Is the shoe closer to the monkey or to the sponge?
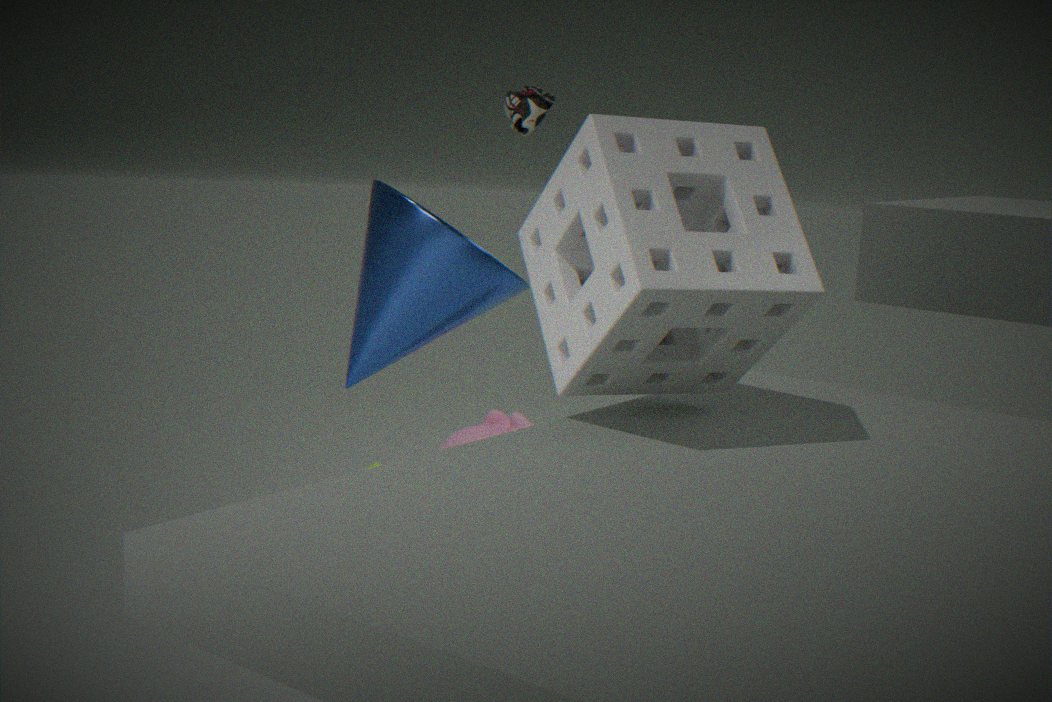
the monkey
